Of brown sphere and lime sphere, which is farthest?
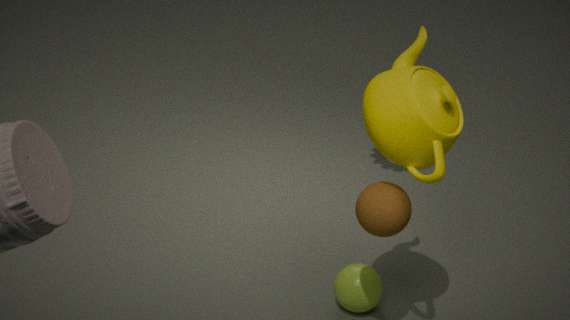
lime sphere
